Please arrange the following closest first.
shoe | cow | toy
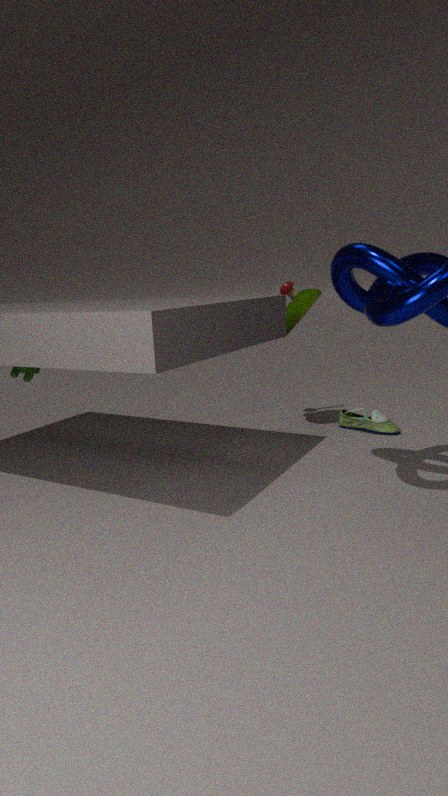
cow, toy, shoe
